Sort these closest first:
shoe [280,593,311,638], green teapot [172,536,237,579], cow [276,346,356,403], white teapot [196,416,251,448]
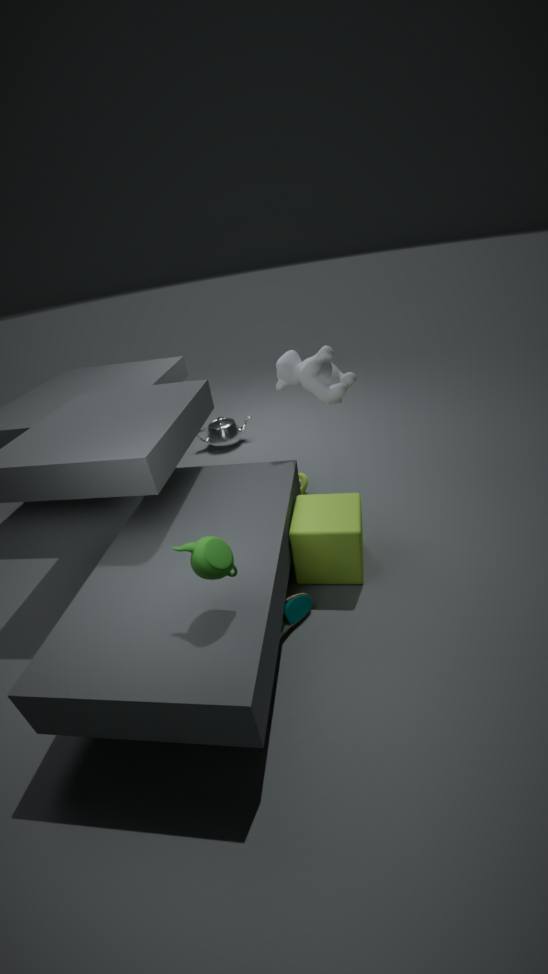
1. green teapot [172,536,237,579]
2. shoe [280,593,311,638]
3. cow [276,346,356,403]
4. white teapot [196,416,251,448]
